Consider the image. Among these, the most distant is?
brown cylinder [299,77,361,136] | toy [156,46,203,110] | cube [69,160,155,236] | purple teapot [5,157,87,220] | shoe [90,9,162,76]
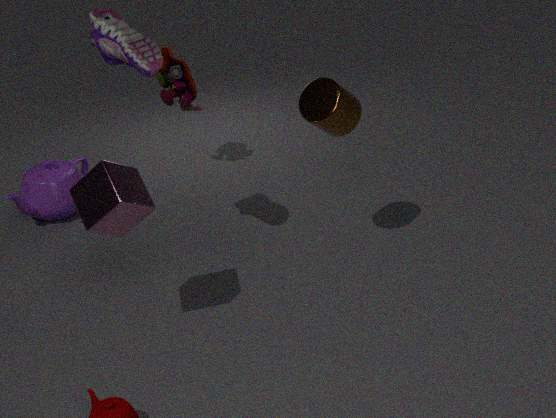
toy [156,46,203,110]
